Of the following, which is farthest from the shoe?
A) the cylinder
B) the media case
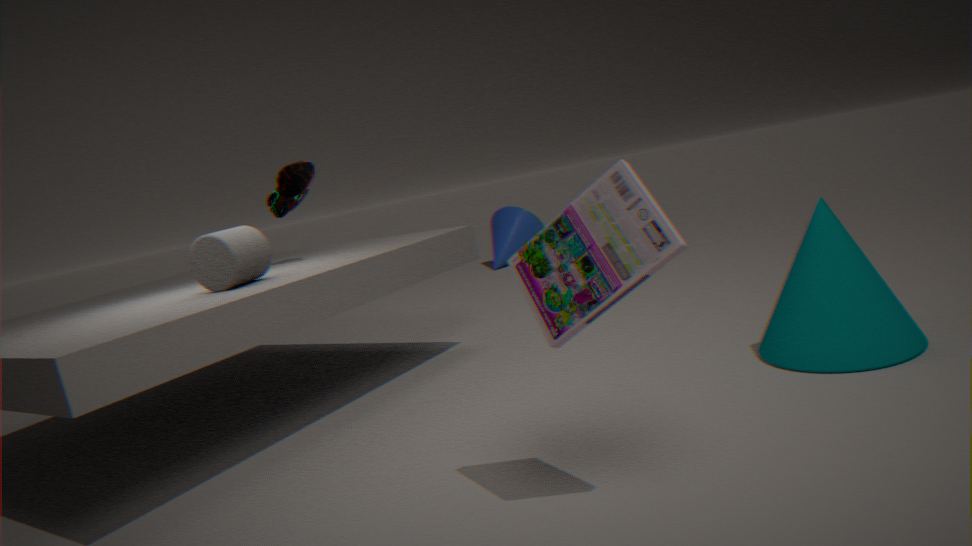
the media case
